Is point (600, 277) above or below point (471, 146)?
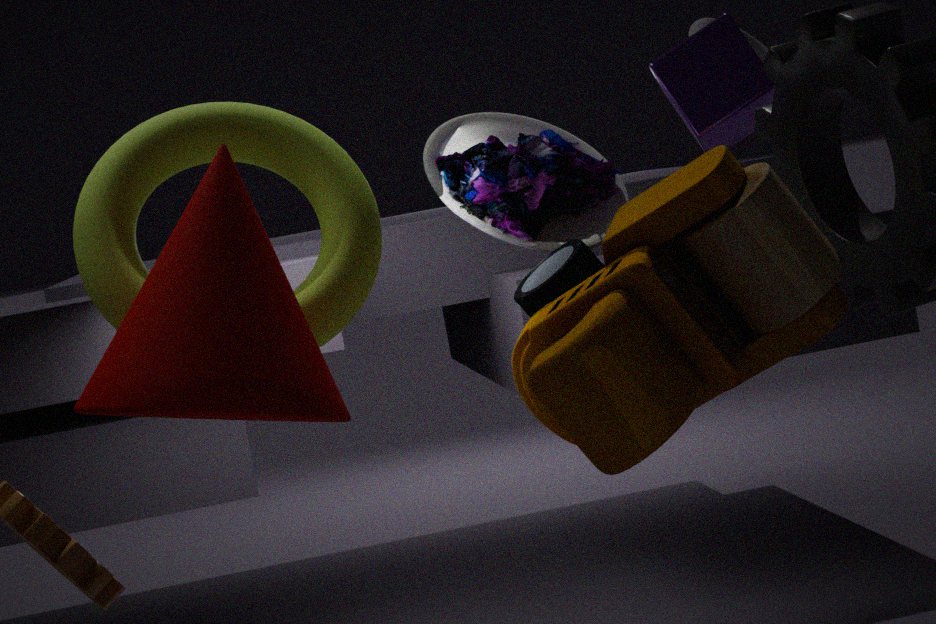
below
